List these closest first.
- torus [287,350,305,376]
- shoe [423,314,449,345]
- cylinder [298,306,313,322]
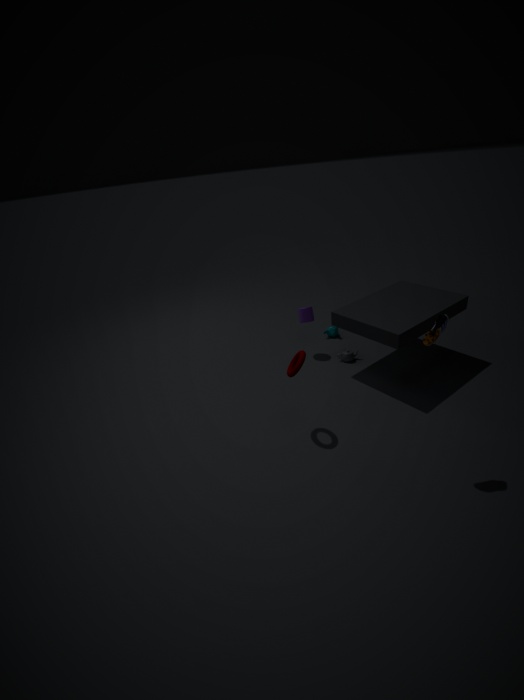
shoe [423,314,449,345] < torus [287,350,305,376] < cylinder [298,306,313,322]
